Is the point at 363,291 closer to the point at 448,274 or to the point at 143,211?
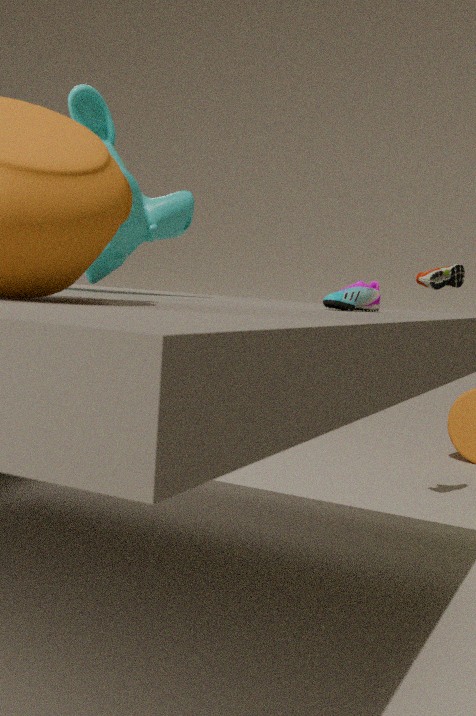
the point at 143,211
